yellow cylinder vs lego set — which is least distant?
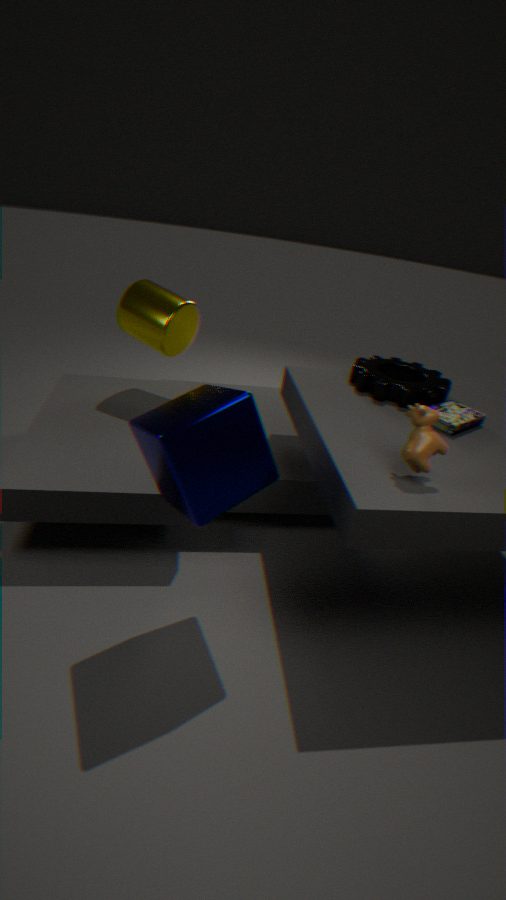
lego set
